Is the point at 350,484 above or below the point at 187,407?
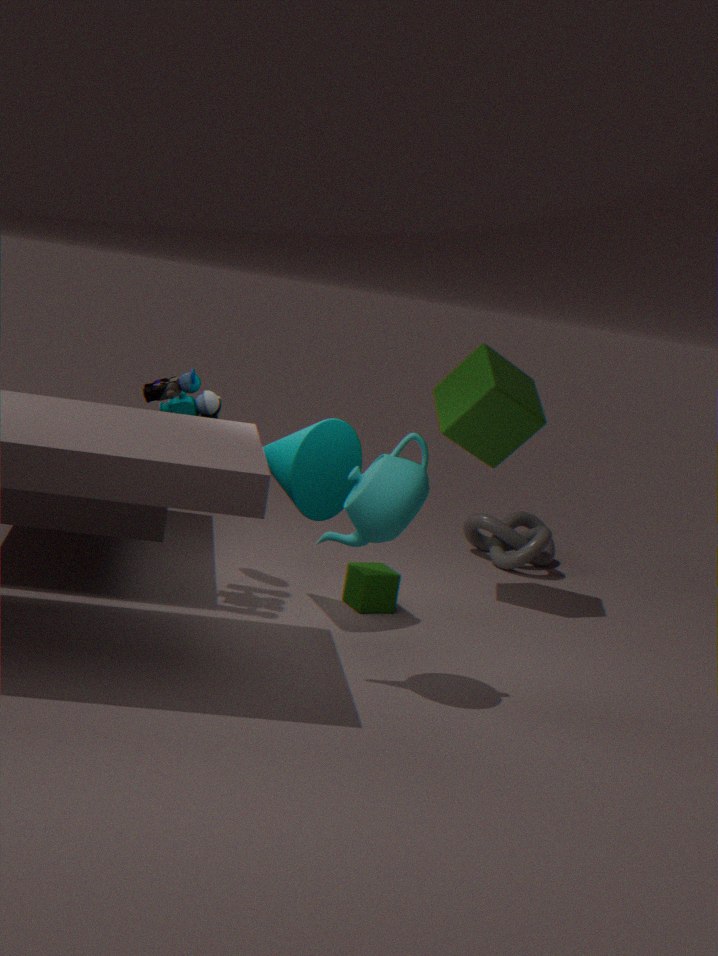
below
